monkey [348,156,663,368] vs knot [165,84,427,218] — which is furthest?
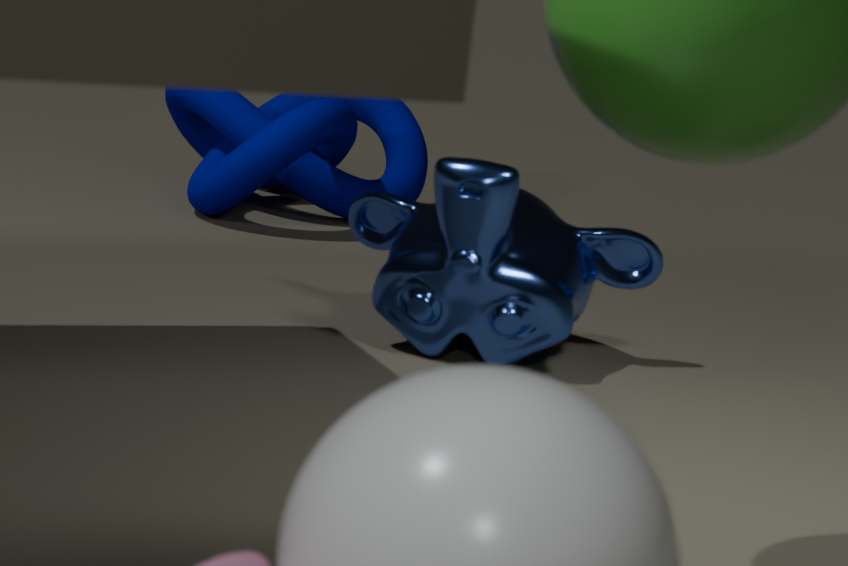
knot [165,84,427,218]
